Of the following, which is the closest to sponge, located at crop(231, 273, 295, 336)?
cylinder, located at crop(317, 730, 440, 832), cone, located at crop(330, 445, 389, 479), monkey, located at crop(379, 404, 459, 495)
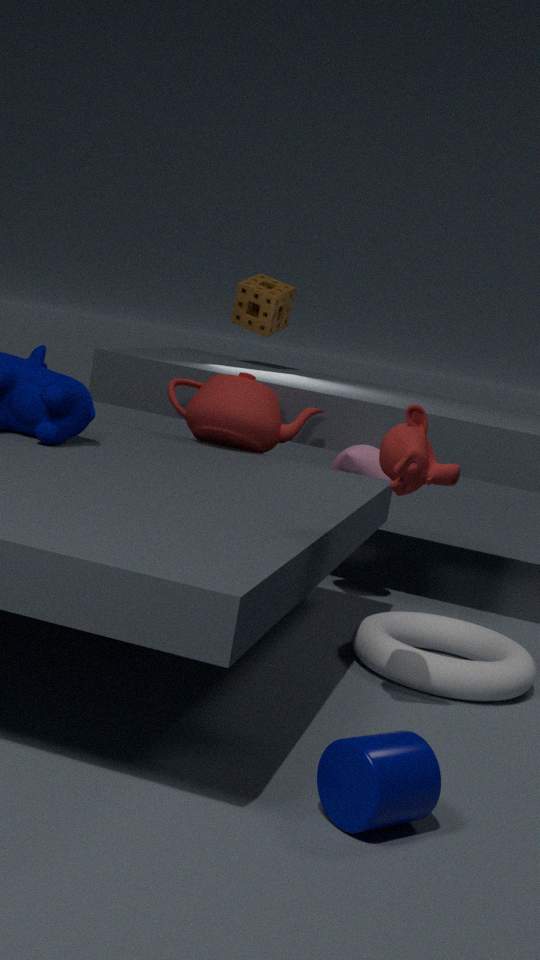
cone, located at crop(330, 445, 389, 479)
